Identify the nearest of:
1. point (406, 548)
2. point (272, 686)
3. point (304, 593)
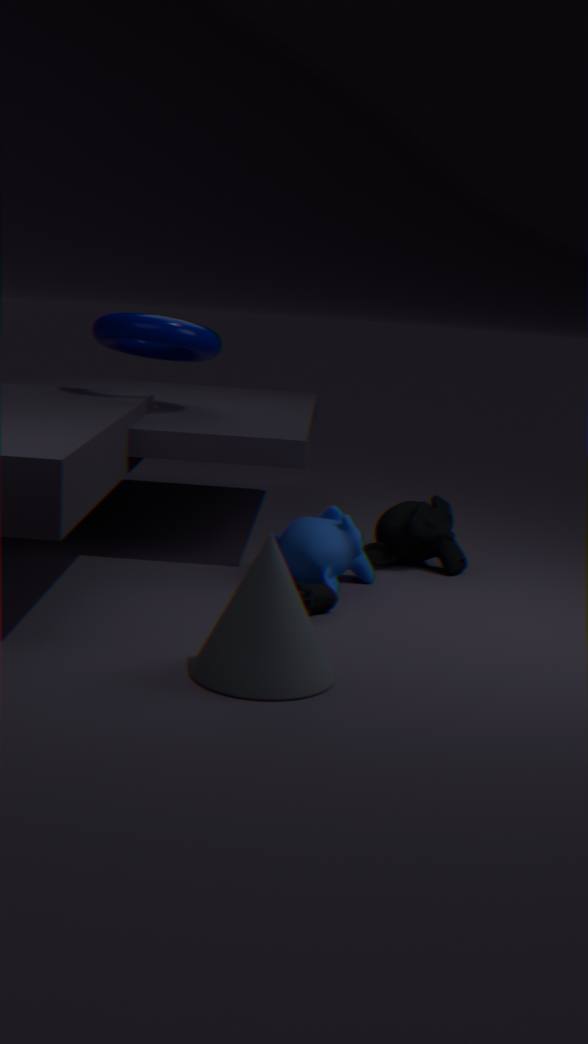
point (272, 686)
